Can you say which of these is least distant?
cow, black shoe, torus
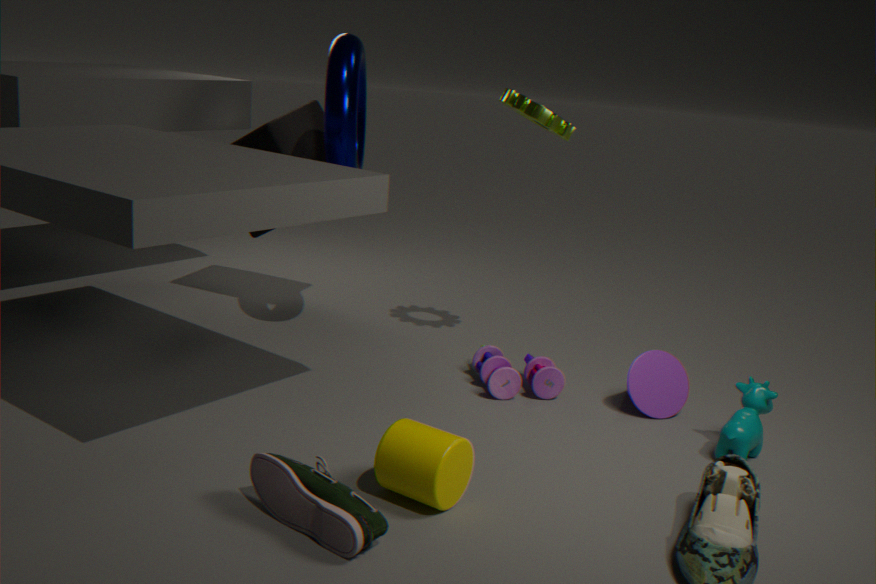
black shoe
